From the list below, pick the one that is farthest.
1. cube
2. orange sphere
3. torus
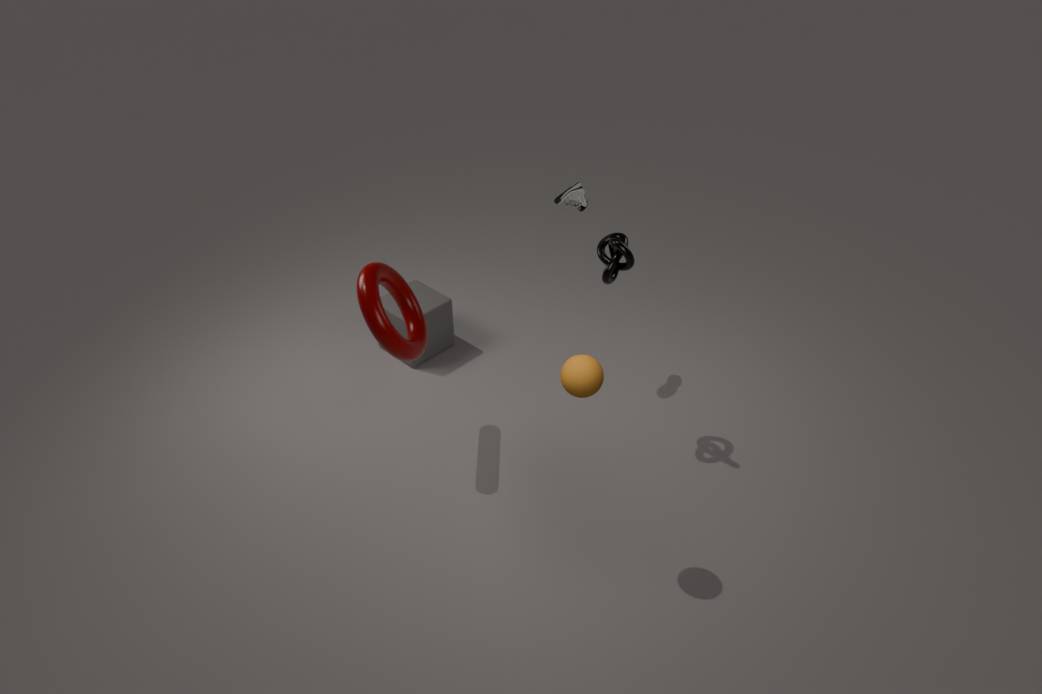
cube
